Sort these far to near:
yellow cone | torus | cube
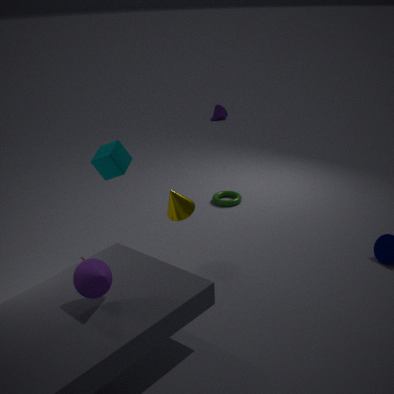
torus < yellow cone < cube
